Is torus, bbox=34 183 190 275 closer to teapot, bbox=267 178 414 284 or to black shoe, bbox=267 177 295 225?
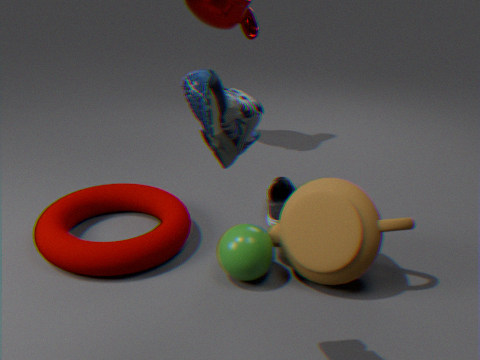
teapot, bbox=267 178 414 284
